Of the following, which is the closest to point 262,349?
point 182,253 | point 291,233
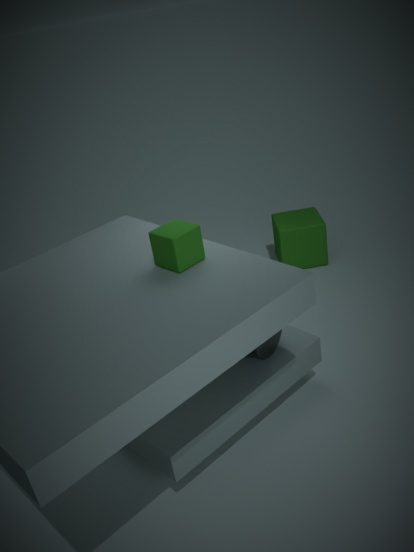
point 182,253
